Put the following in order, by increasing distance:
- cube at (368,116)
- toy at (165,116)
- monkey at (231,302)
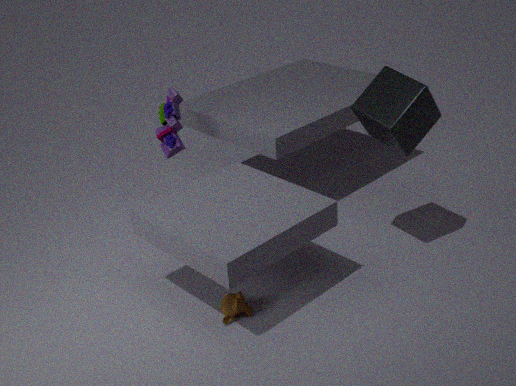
monkey at (231,302) → cube at (368,116) → toy at (165,116)
